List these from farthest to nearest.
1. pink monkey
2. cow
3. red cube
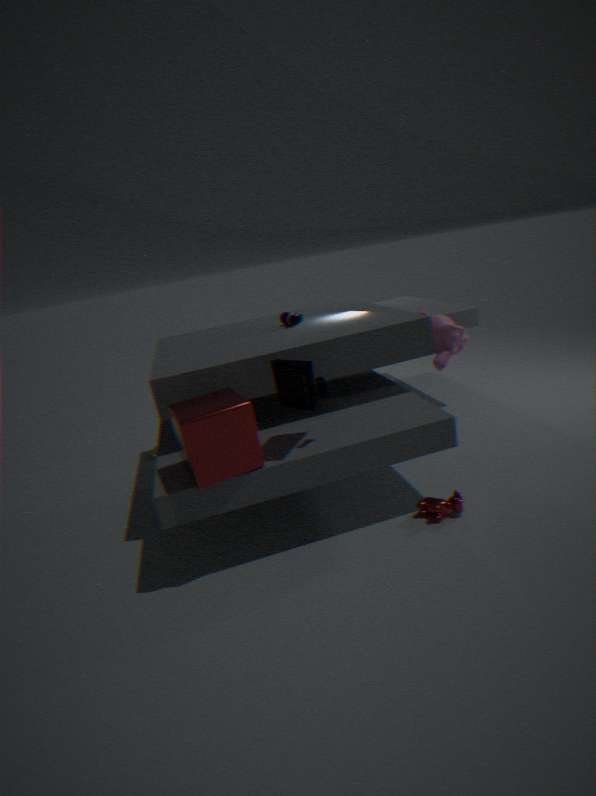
1. pink monkey
2. cow
3. red cube
